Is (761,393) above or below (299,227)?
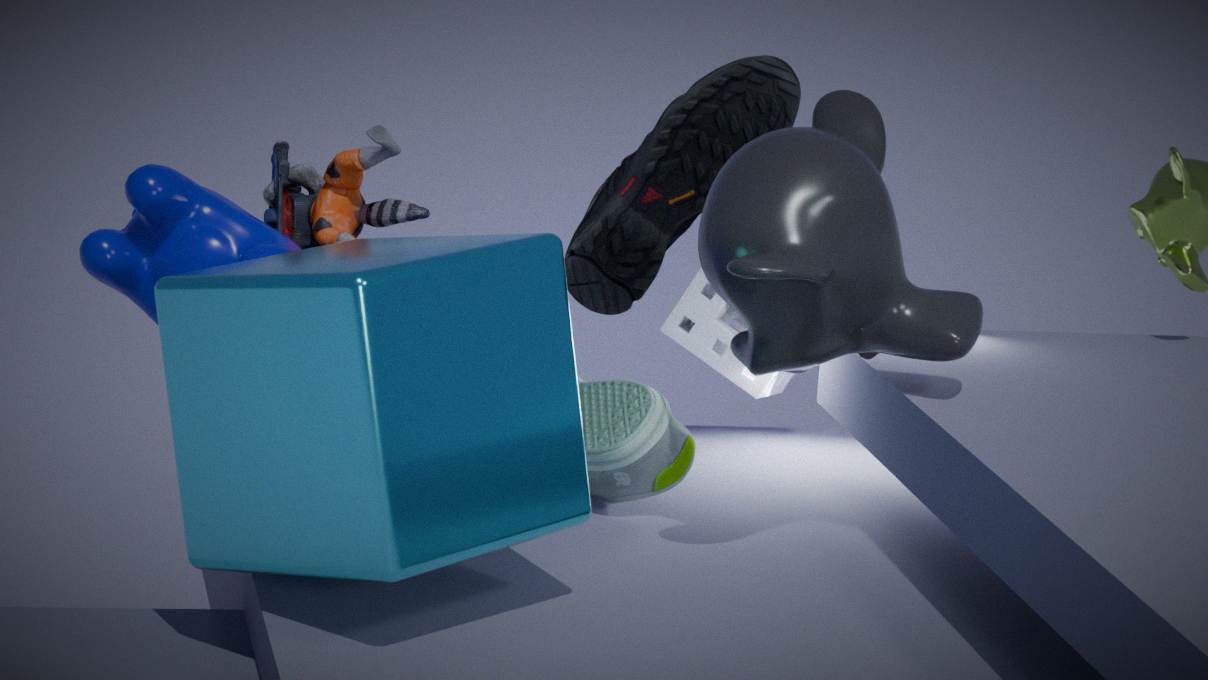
below
